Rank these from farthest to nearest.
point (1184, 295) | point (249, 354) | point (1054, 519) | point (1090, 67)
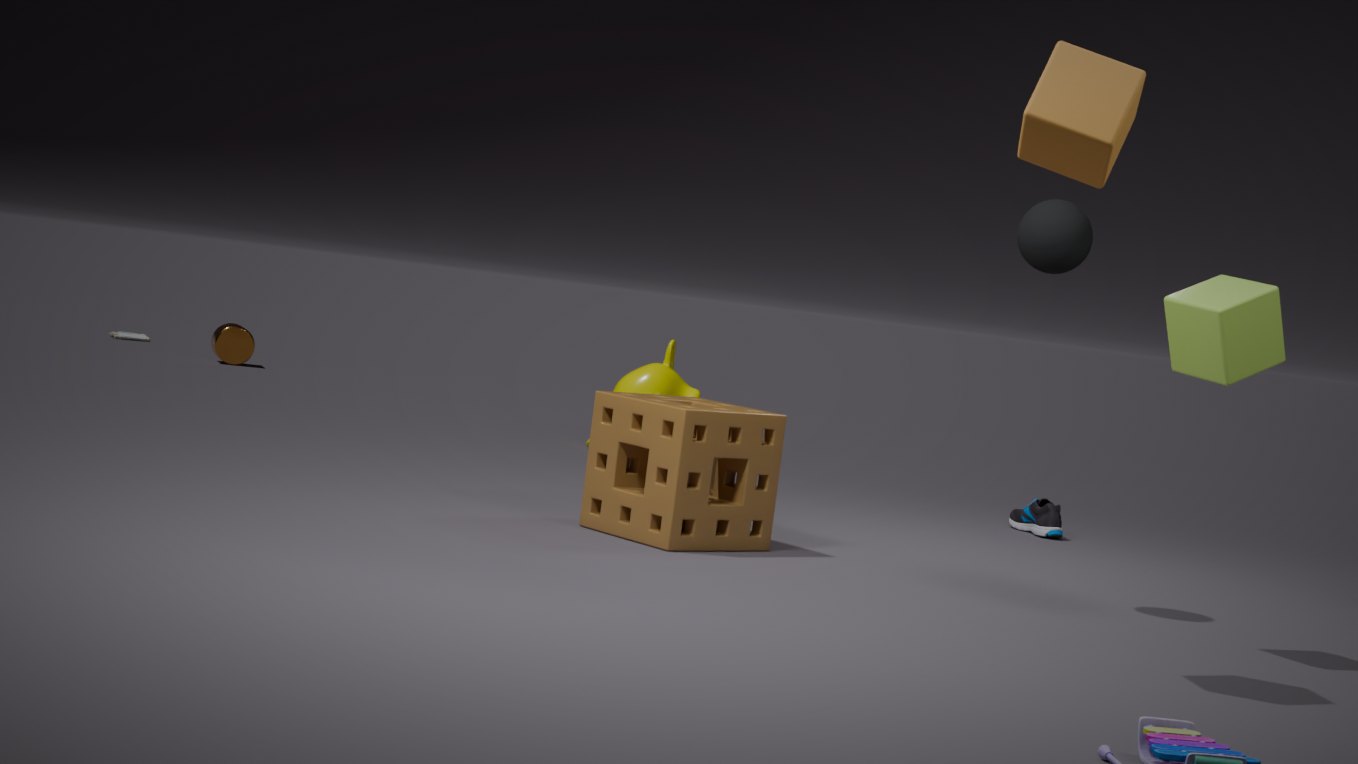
point (249, 354) < point (1054, 519) < point (1184, 295) < point (1090, 67)
